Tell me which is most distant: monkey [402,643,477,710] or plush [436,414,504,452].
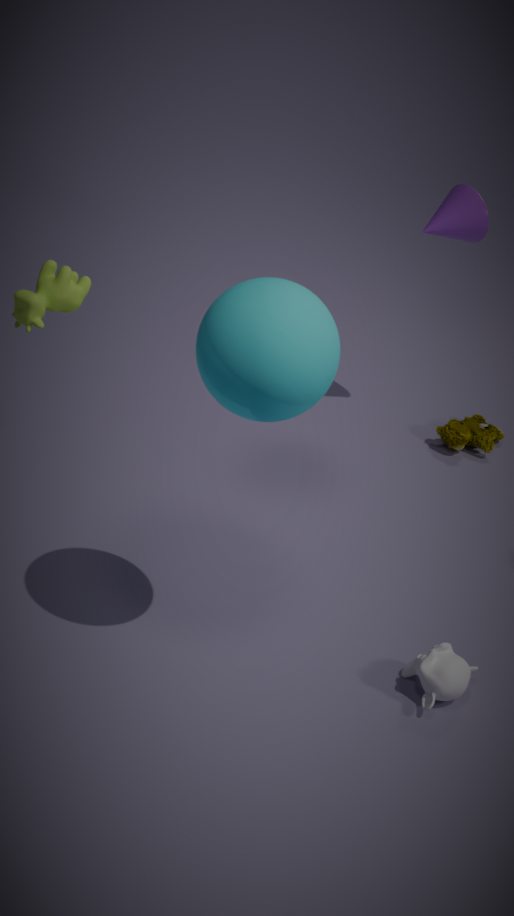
plush [436,414,504,452]
